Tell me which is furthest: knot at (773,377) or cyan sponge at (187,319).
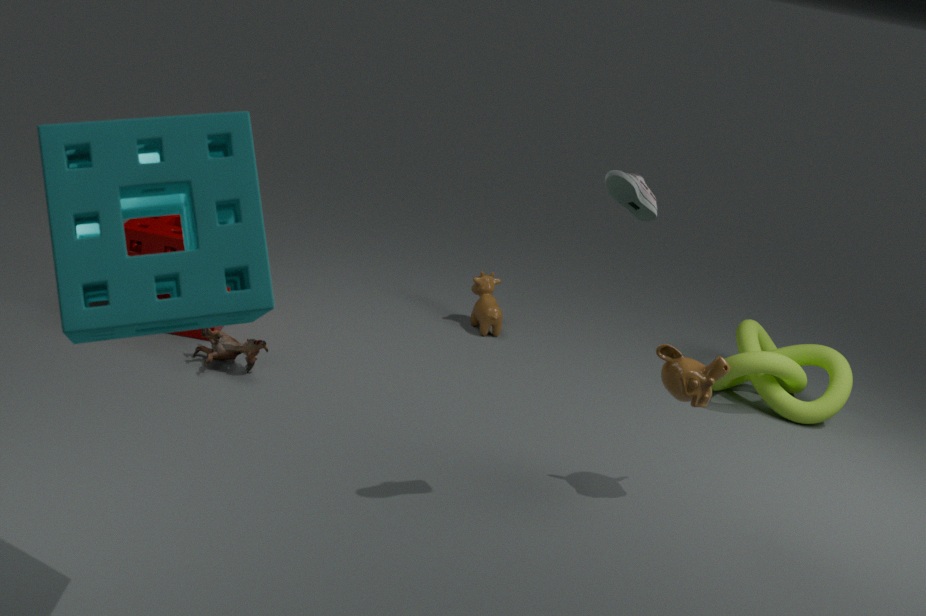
knot at (773,377)
